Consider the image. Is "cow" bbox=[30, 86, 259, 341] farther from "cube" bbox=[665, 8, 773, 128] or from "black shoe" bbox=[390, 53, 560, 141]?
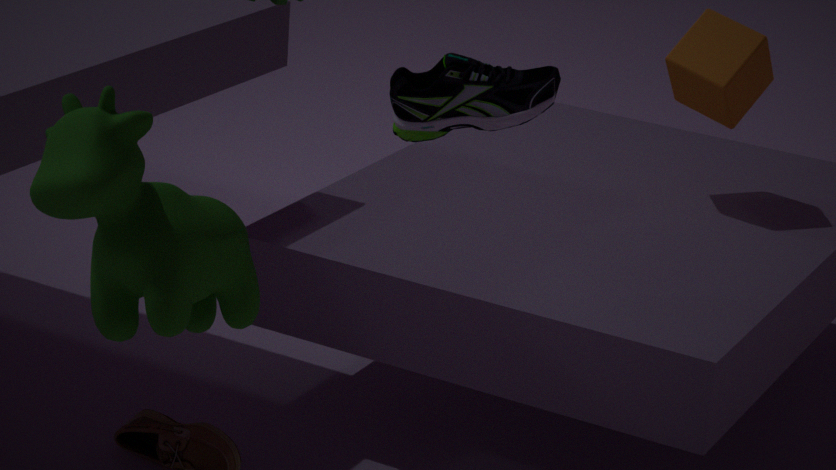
"cube" bbox=[665, 8, 773, 128]
